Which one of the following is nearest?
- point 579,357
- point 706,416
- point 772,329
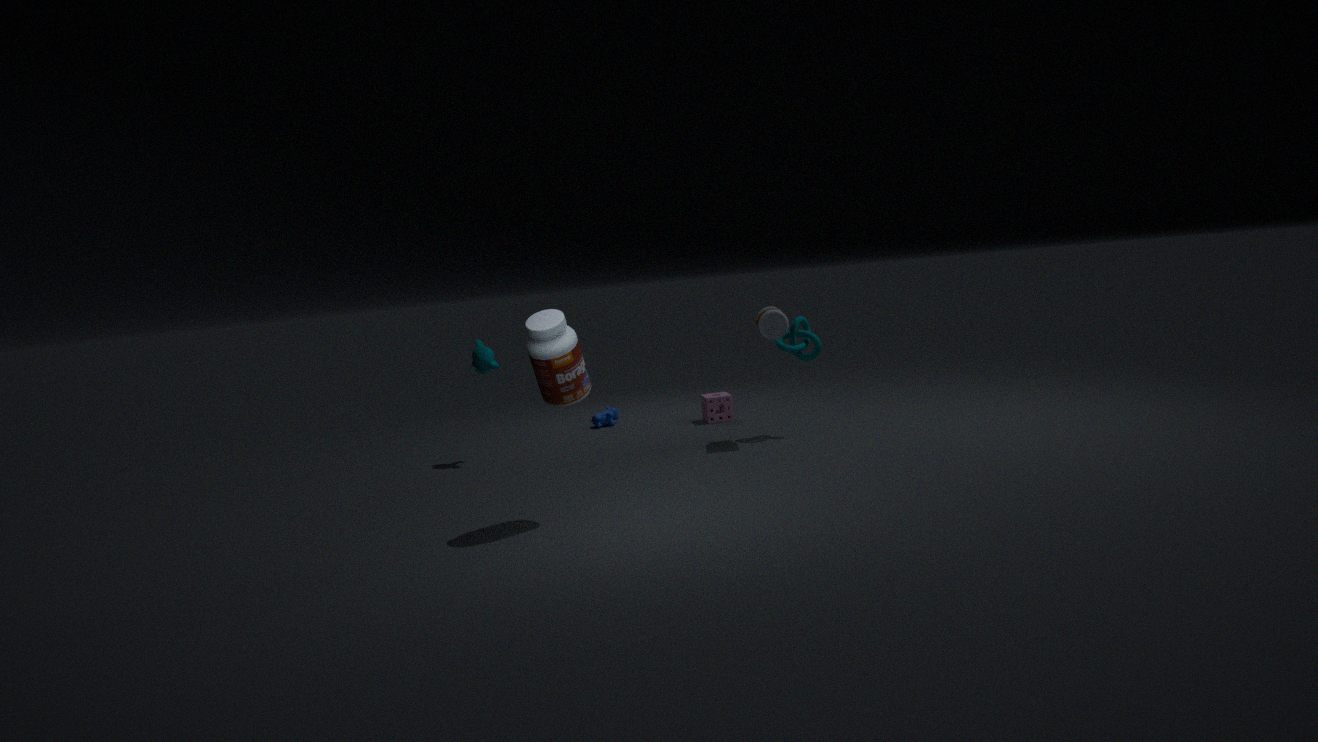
point 579,357
